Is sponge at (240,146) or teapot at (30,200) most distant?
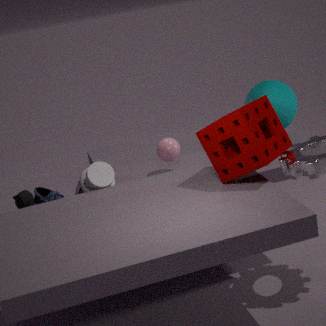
teapot at (30,200)
